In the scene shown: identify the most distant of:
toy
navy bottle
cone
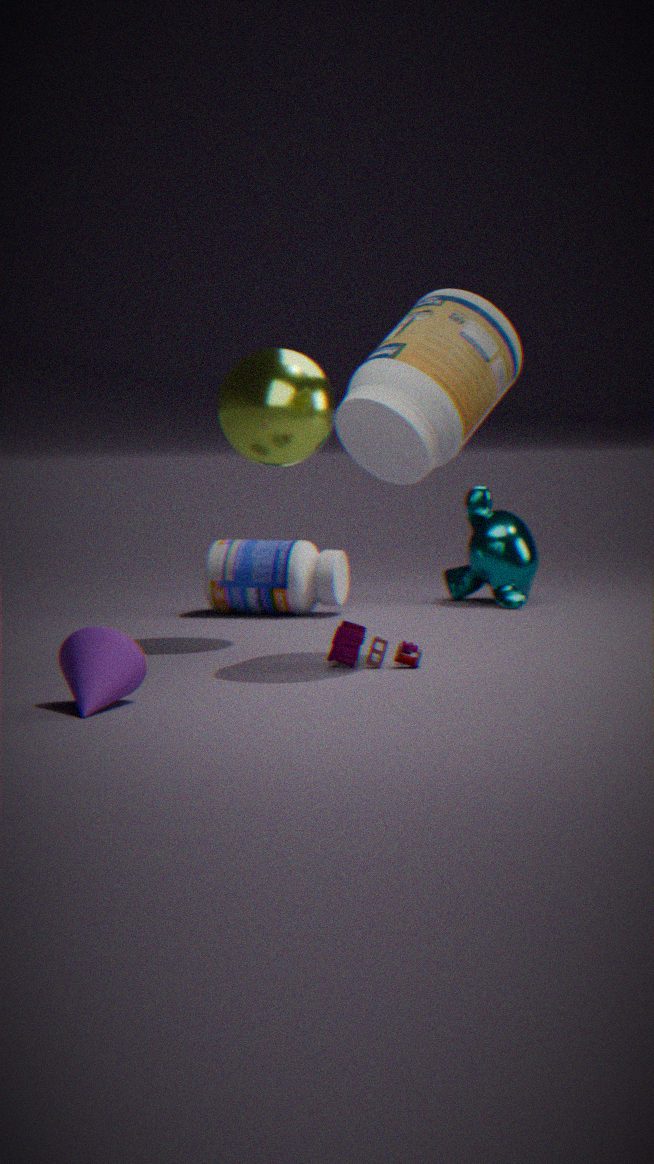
navy bottle
